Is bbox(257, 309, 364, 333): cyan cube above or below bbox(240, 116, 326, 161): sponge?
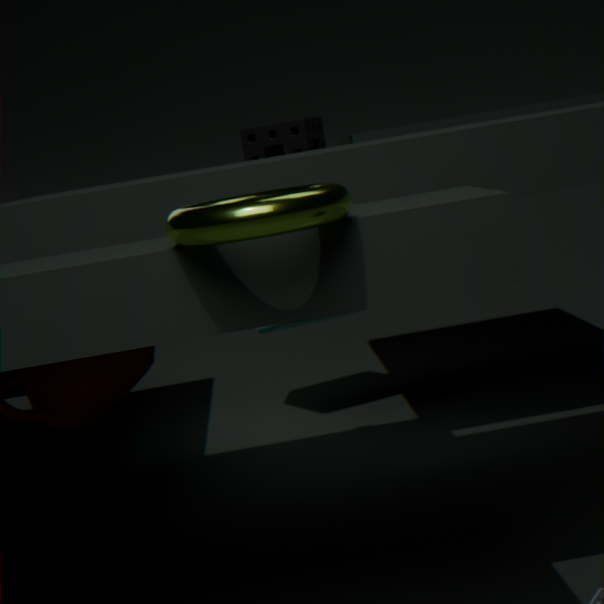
below
